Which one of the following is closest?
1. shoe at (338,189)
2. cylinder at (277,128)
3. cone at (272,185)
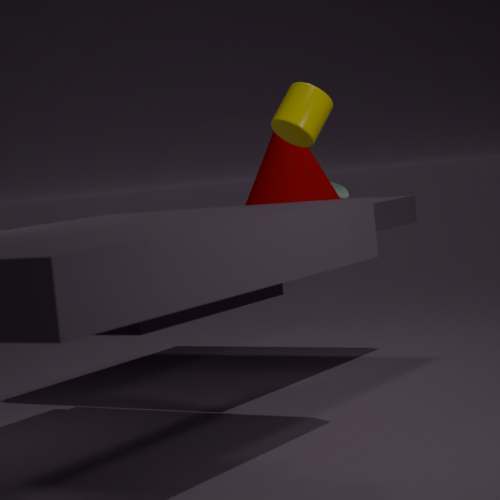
cylinder at (277,128)
